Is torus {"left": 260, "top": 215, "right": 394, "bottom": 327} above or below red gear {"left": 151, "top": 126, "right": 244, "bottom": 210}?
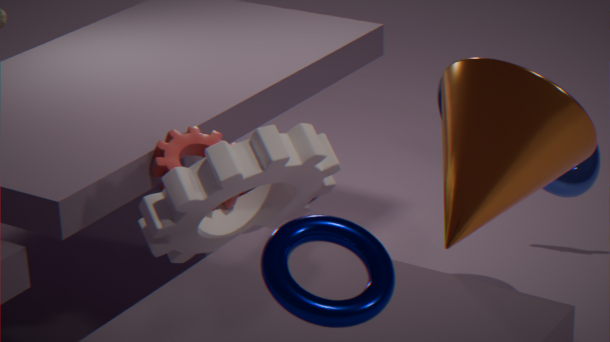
above
